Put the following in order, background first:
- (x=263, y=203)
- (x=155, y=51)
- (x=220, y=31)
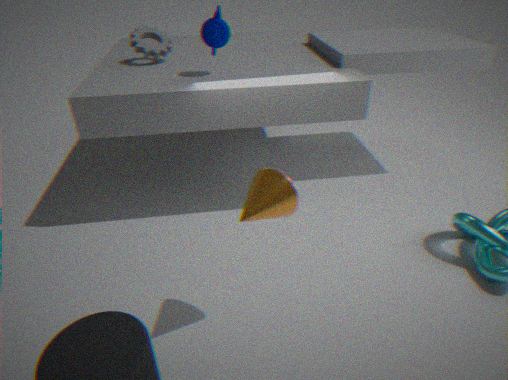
(x=155, y=51) → (x=220, y=31) → (x=263, y=203)
